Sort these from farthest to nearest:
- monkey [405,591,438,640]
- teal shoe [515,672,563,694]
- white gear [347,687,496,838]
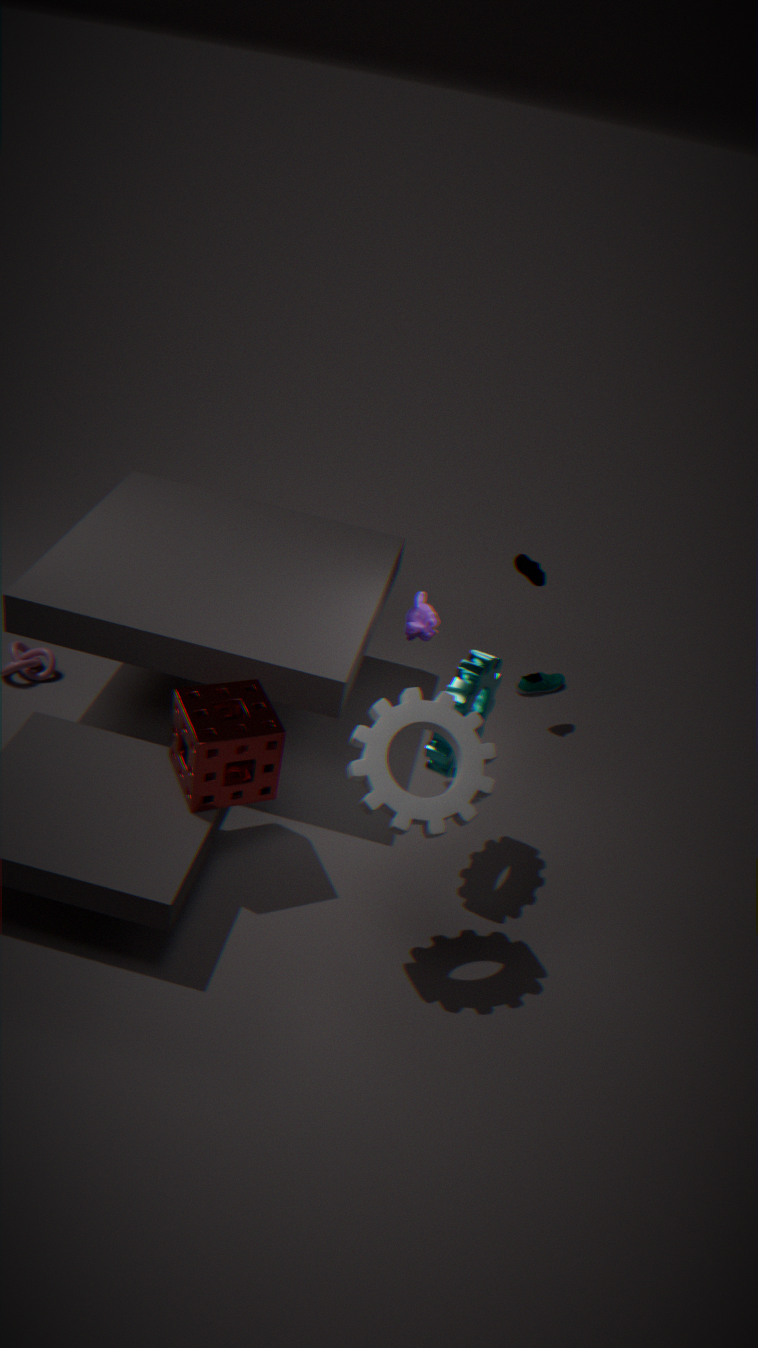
teal shoe [515,672,563,694], monkey [405,591,438,640], white gear [347,687,496,838]
